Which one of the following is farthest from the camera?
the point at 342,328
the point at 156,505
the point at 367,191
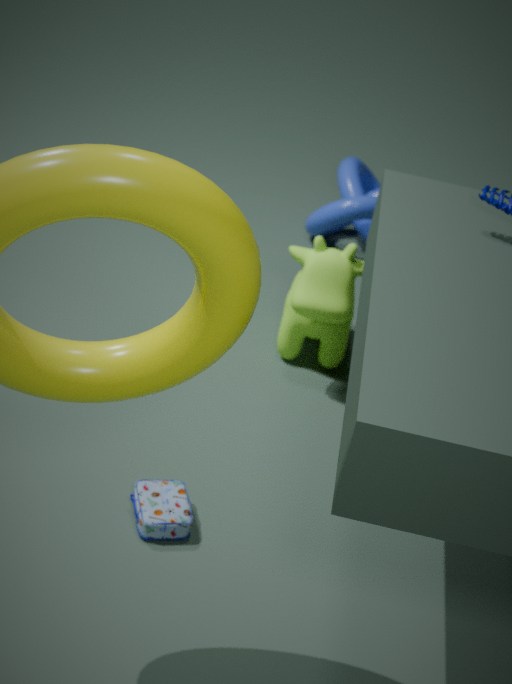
the point at 367,191
